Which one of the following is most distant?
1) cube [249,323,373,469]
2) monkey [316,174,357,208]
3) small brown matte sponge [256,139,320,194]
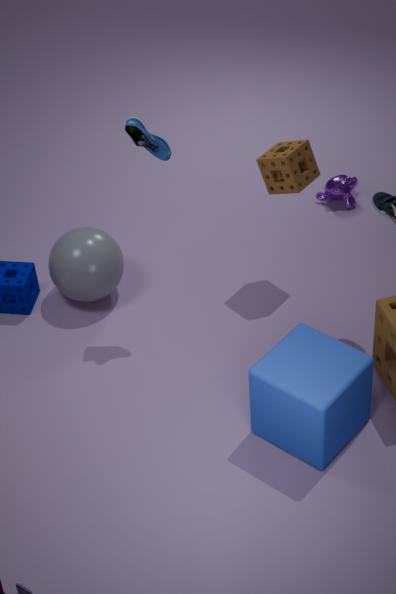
2. monkey [316,174,357,208]
